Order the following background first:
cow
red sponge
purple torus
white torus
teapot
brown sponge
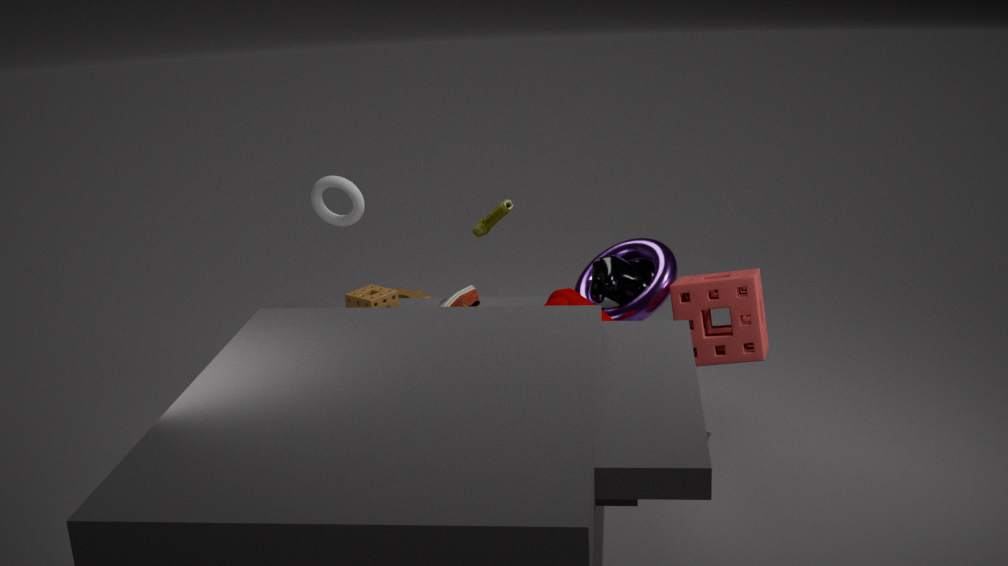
brown sponge → white torus → cow → purple torus → red sponge → teapot
